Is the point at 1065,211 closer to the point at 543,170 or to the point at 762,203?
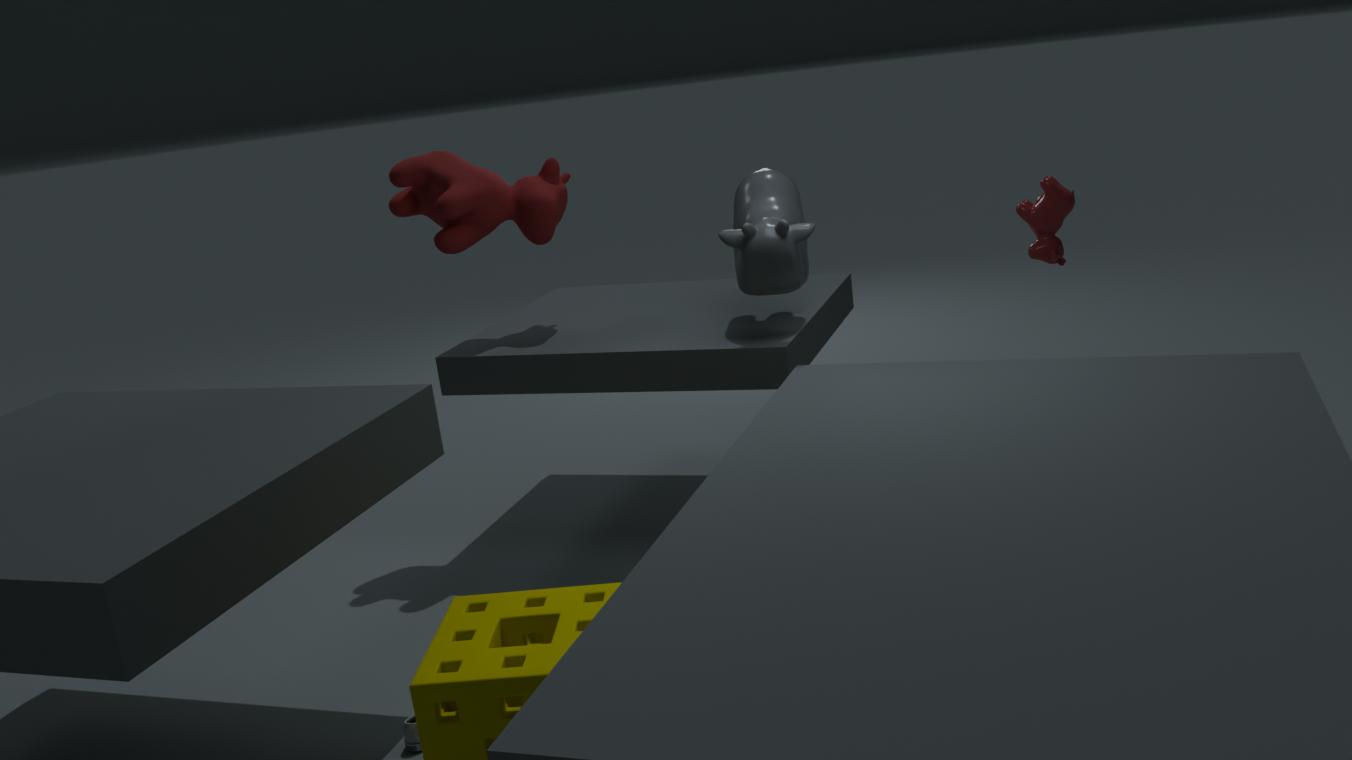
the point at 762,203
